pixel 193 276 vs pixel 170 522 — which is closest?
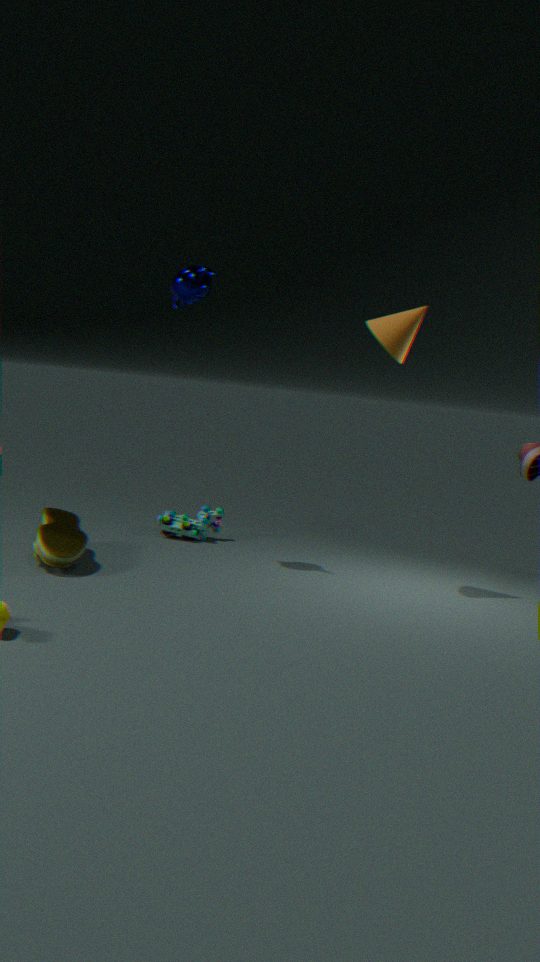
pixel 193 276
